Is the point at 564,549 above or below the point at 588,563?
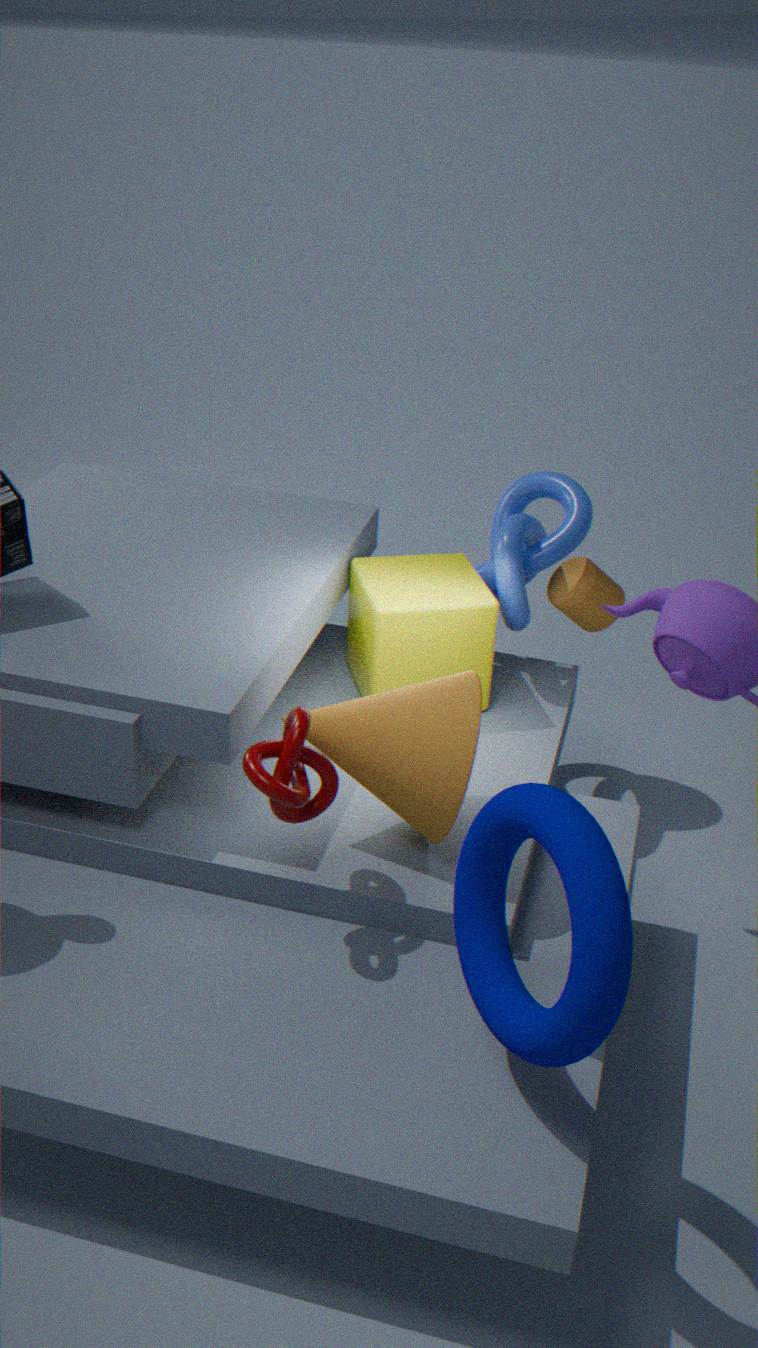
above
